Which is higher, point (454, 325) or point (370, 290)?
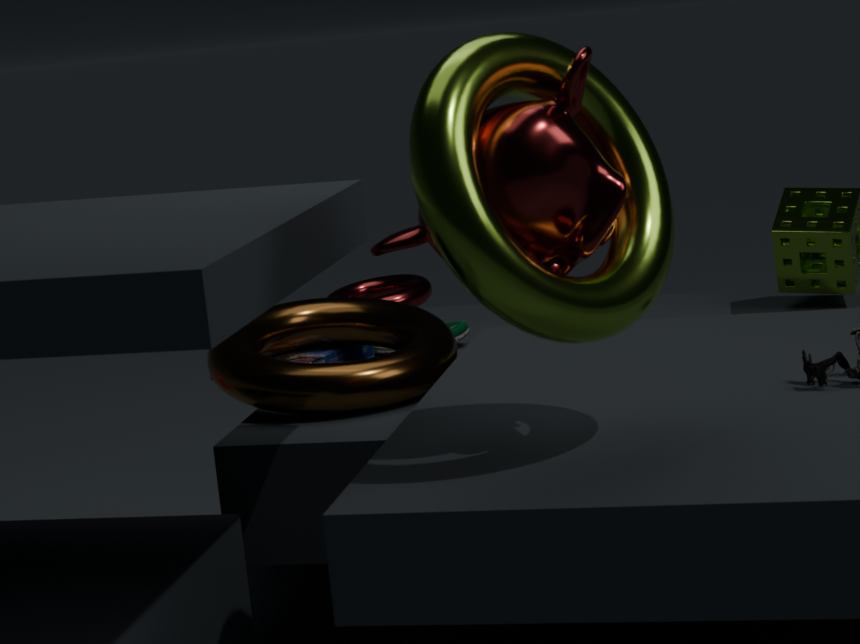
point (370, 290)
